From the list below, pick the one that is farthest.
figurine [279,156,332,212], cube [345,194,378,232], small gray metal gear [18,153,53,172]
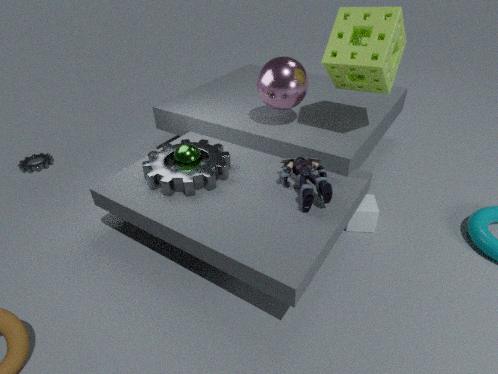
small gray metal gear [18,153,53,172]
